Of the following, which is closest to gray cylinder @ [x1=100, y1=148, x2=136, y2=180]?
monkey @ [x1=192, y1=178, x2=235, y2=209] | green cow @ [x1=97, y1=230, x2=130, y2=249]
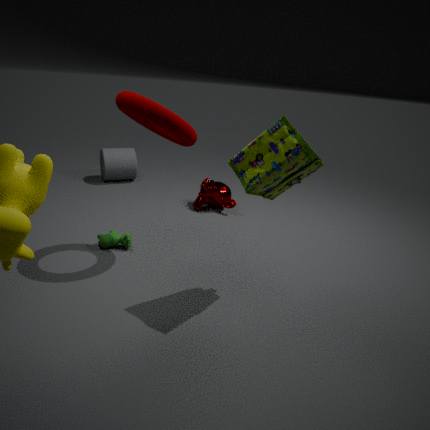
monkey @ [x1=192, y1=178, x2=235, y2=209]
